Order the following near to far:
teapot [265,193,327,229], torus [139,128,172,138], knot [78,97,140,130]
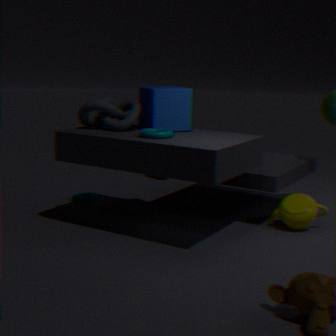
torus [139,128,172,138], knot [78,97,140,130], teapot [265,193,327,229]
